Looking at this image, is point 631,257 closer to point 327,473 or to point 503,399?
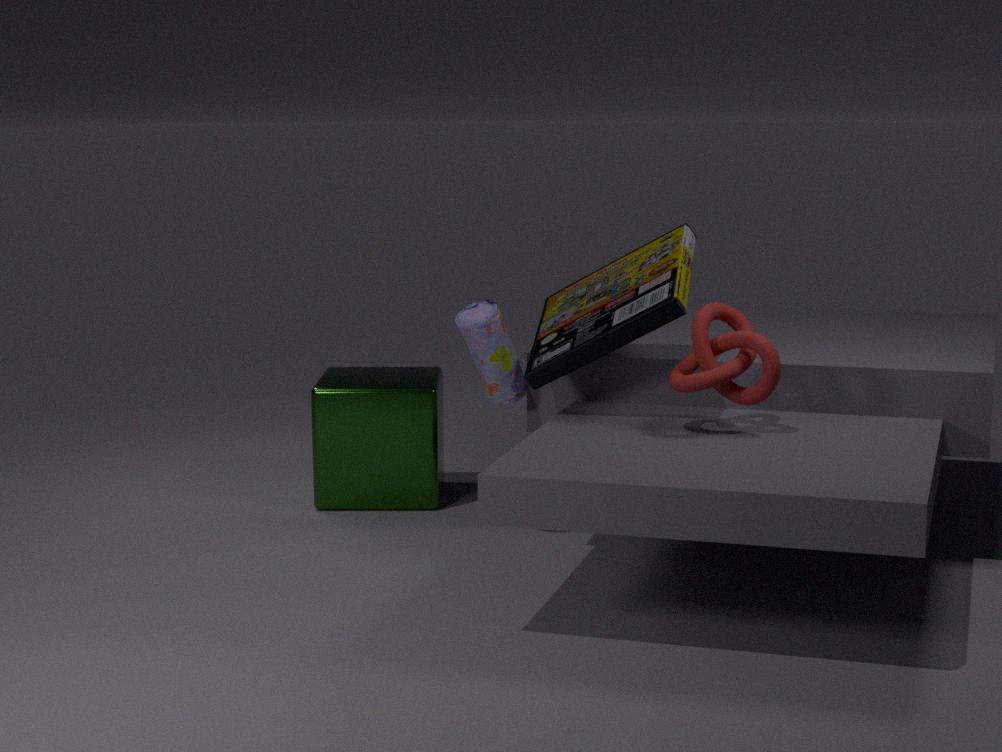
point 503,399
